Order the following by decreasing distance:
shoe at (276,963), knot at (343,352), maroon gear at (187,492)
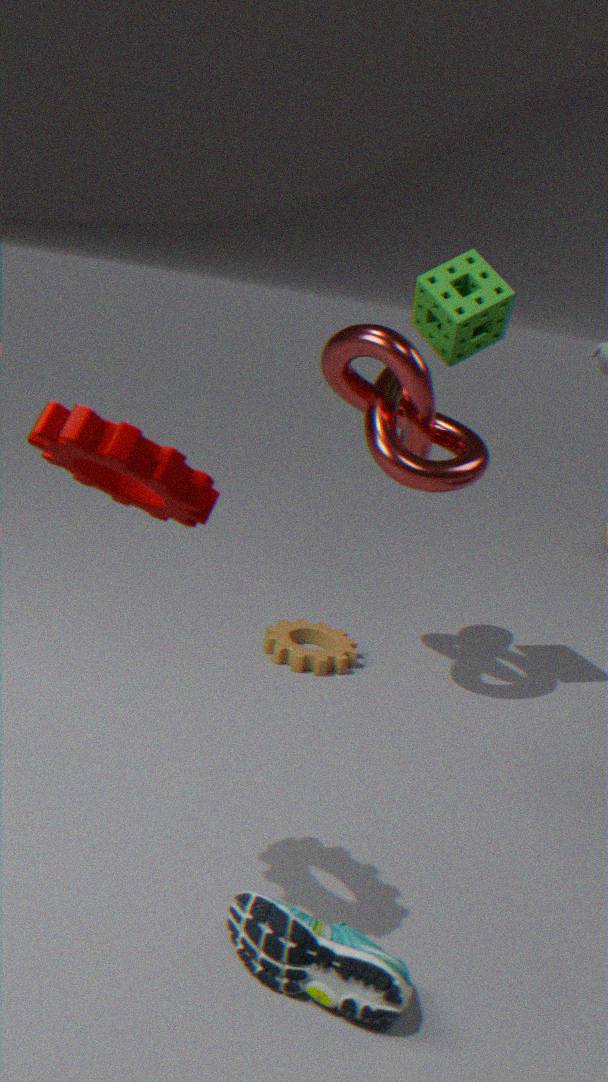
knot at (343,352)
shoe at (276,963)
maroon gear at (187,492)
